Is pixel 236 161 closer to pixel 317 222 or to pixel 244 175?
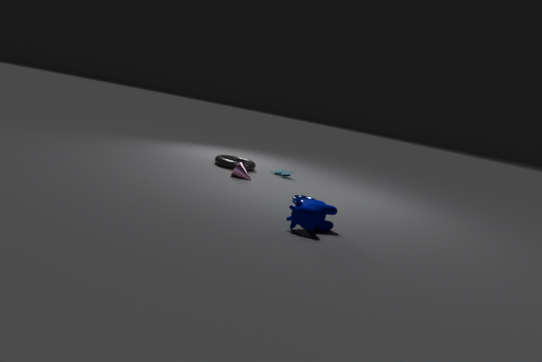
pixel 244 175
